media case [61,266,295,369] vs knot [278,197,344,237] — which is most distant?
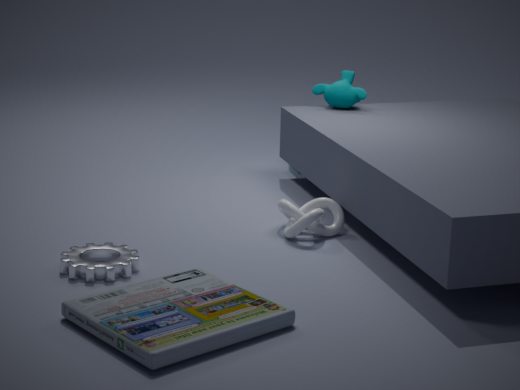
knot [278,197,344,237]
